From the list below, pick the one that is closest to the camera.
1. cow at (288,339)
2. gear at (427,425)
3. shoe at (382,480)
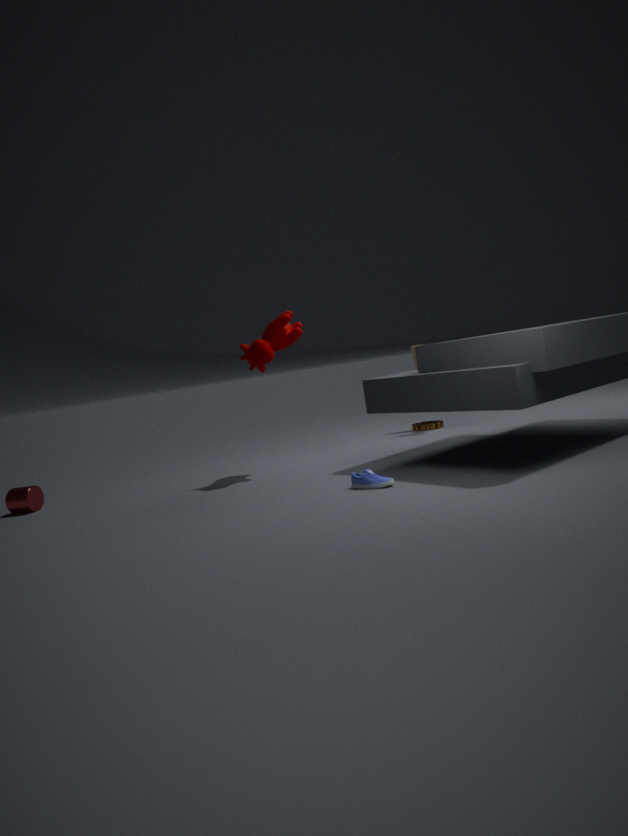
shoe at (382,480)
